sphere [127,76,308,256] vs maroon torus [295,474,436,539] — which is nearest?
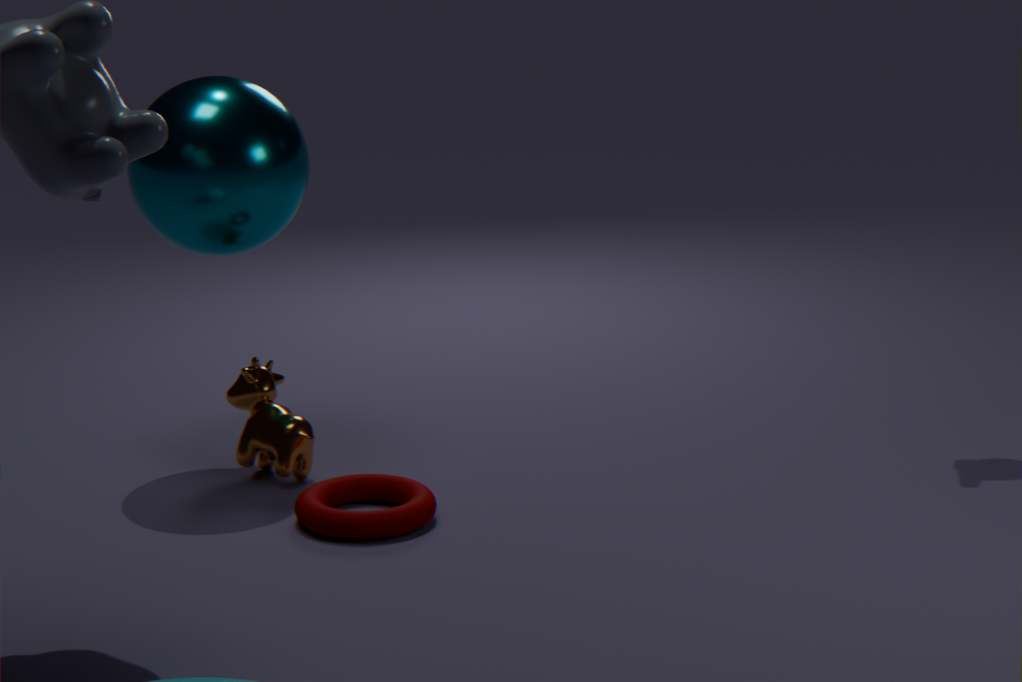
maroon torus [295,474,436,539]
